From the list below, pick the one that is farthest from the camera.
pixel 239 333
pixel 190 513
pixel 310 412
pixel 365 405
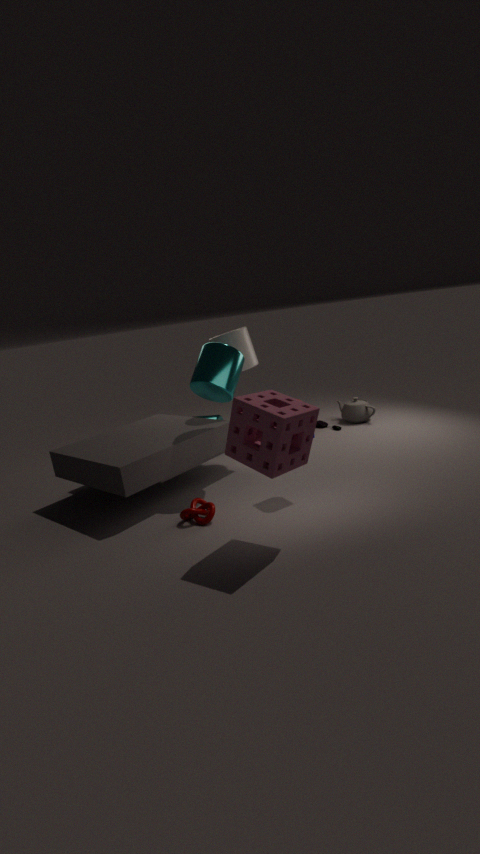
pixel 365 405
